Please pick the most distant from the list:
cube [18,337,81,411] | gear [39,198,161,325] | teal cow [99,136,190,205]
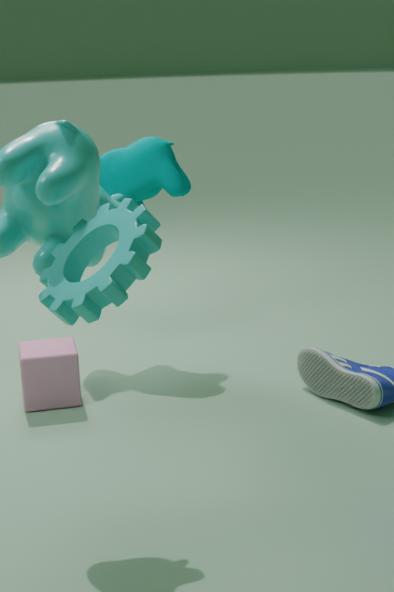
teal cow [99,136,190,205]
